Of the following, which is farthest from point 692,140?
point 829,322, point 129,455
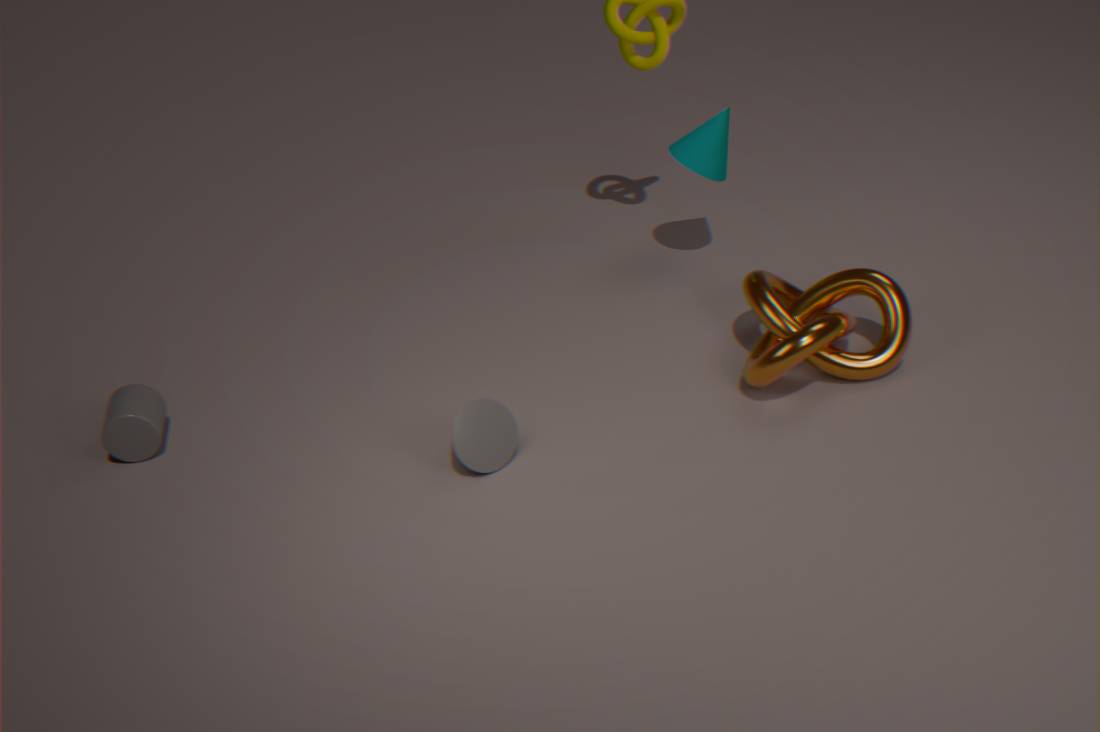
point 129,455
